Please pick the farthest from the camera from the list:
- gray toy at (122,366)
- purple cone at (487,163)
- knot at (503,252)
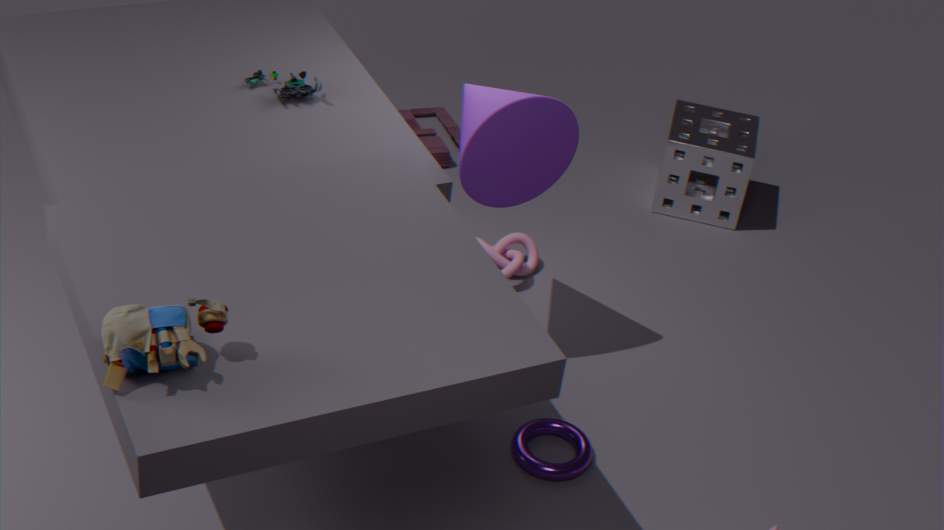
knot at (503,252)
